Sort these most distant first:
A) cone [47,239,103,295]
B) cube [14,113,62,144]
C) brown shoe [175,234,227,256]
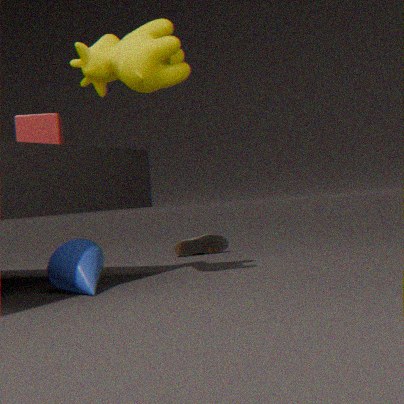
1. brown shoe [175,234,227,256]
2. cube [14,113,62,144]
3. cone [47,239,103,295]
